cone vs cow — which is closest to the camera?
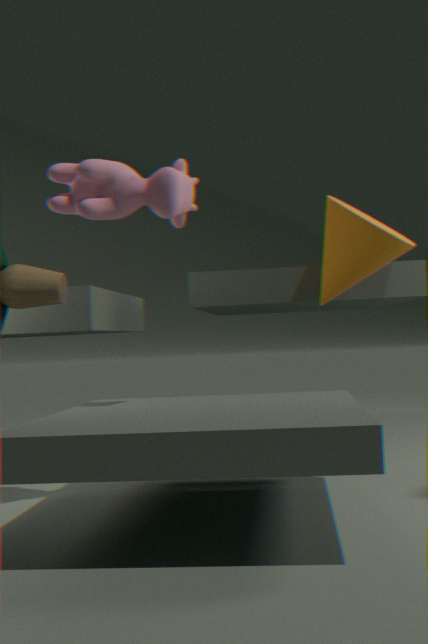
cow
